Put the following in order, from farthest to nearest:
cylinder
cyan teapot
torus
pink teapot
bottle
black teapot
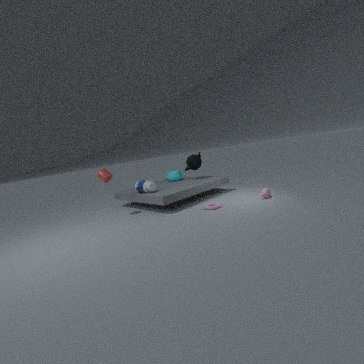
cyan teapot
black teapot
bottle
cylinder
pink teapot
torus
